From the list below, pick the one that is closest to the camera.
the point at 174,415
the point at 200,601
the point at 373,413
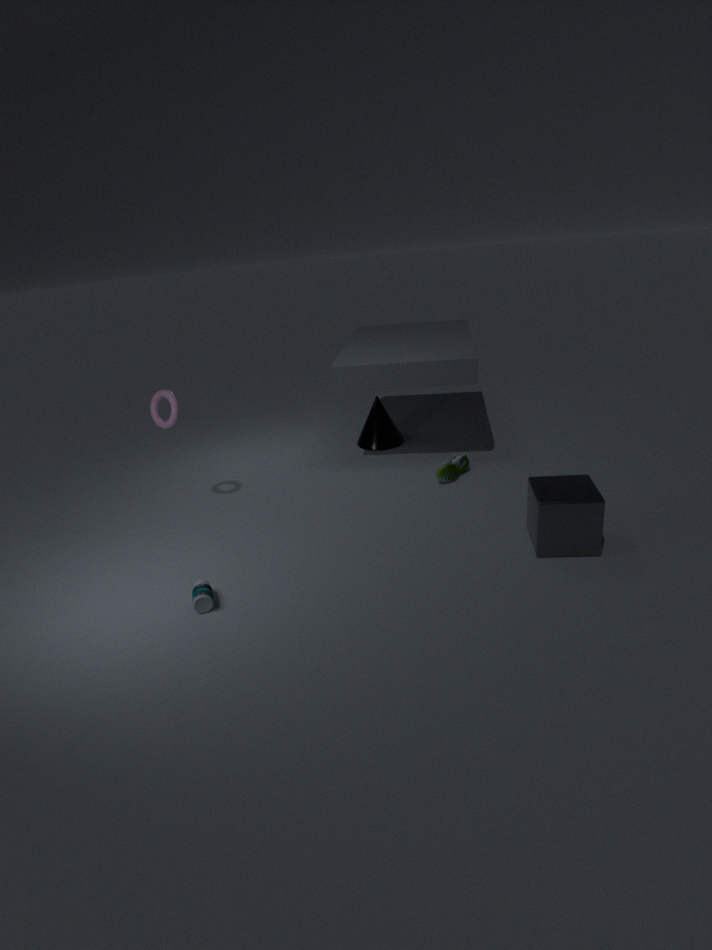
the point at 200,601
